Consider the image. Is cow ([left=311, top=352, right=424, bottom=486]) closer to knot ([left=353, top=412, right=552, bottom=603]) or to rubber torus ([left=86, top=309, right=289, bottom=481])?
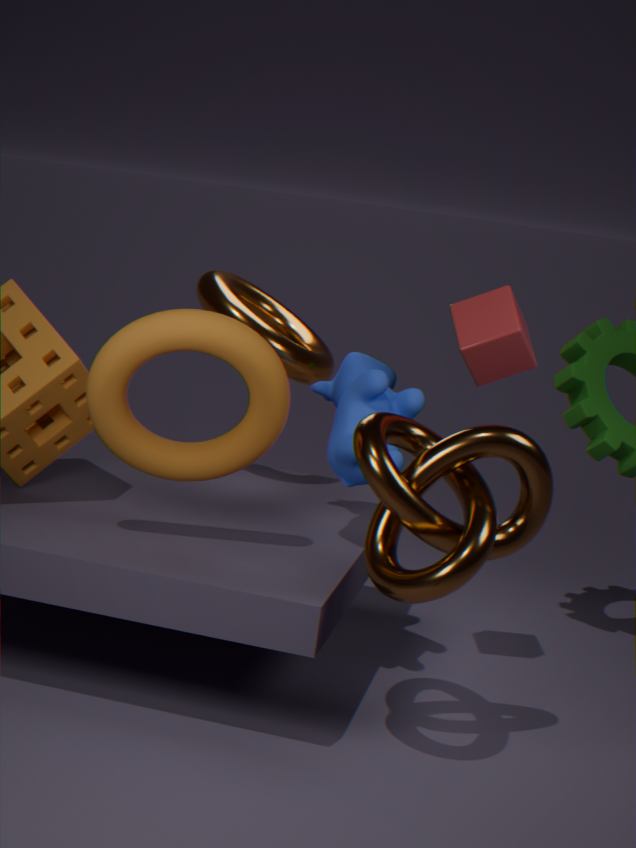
knot ([left=353, top=412, right=552, bottom=603])
